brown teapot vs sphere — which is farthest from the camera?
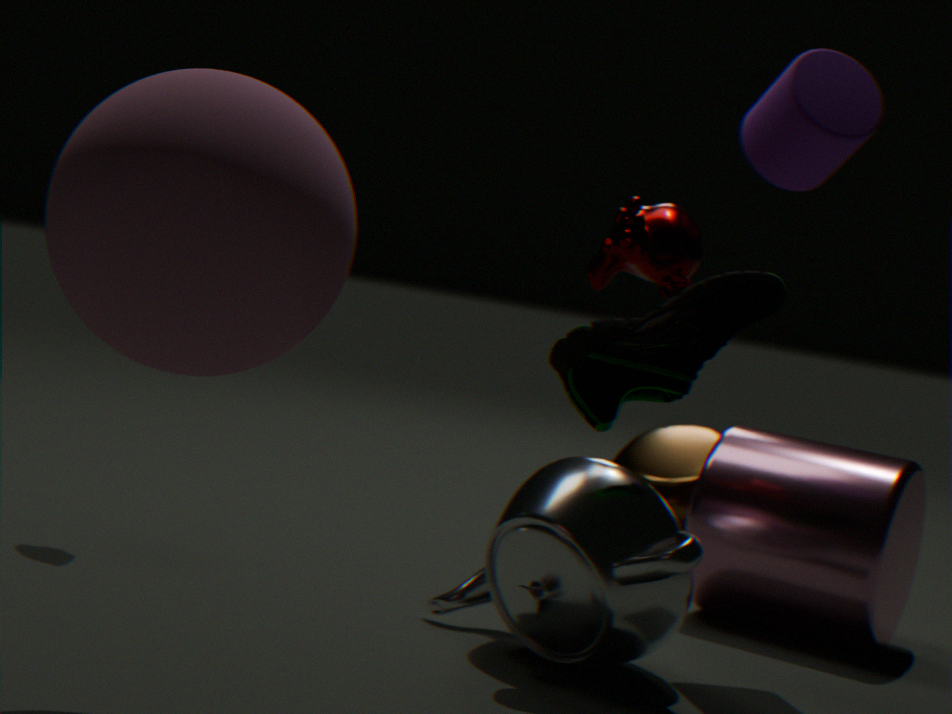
brown teapot
